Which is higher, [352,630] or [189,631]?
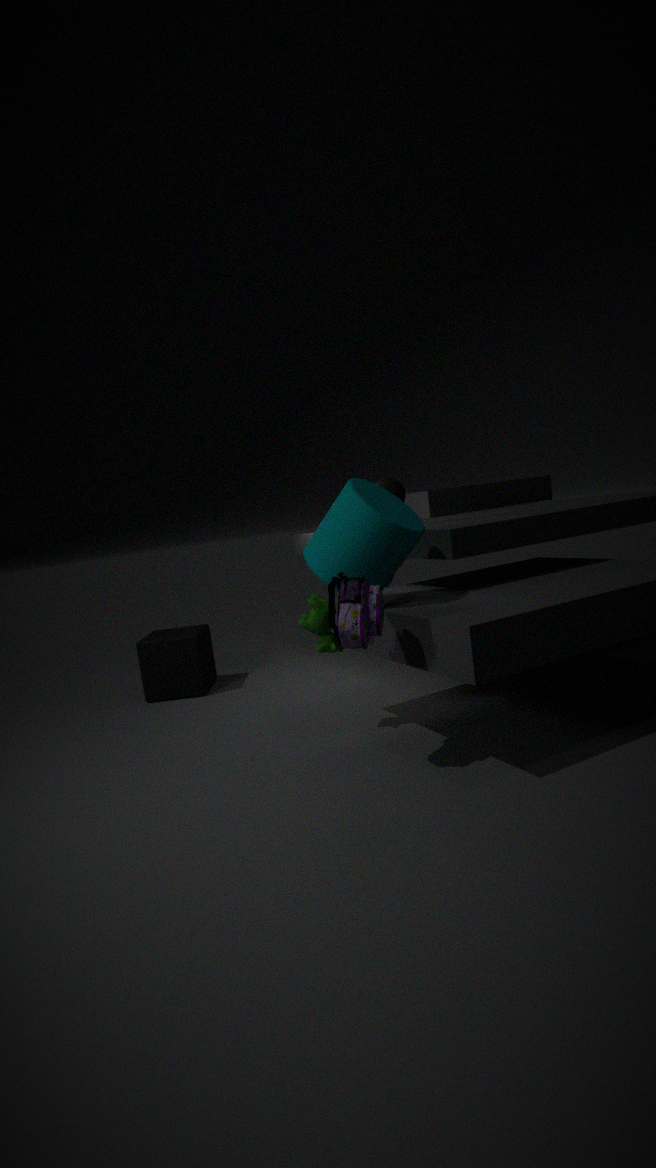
[352,630]
